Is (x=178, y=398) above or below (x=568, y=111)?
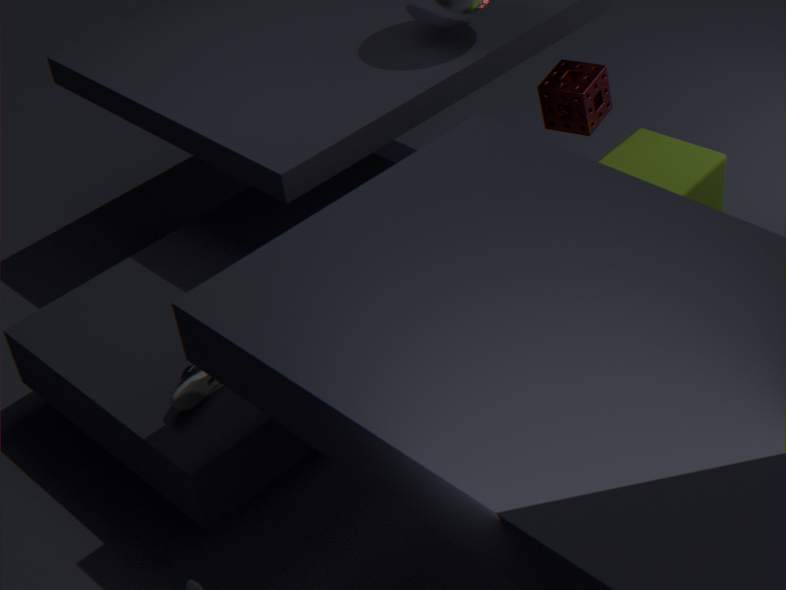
below
